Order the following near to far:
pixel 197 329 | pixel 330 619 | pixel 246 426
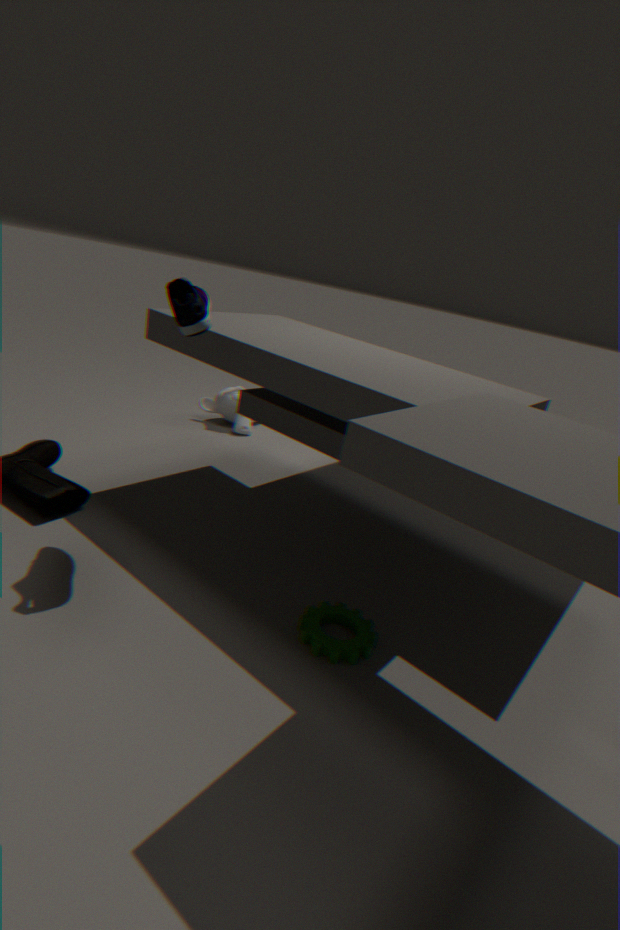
pixel 197 329 → pixel 330 619 → pixel 246 426
